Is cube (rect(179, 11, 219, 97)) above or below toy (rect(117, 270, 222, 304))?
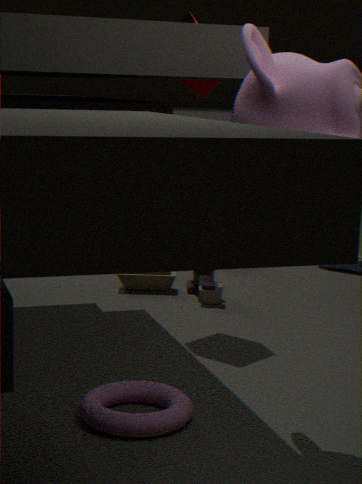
above
